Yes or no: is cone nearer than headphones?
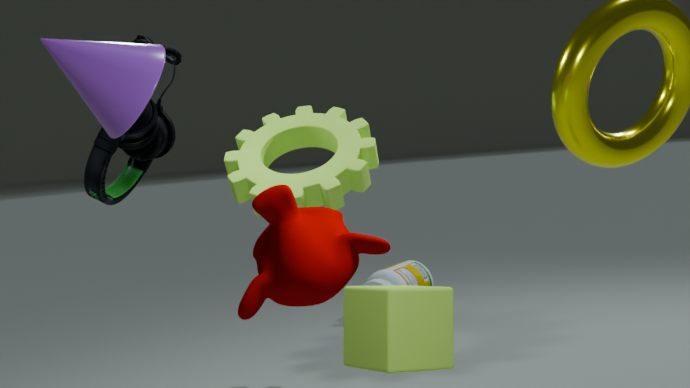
Yes
